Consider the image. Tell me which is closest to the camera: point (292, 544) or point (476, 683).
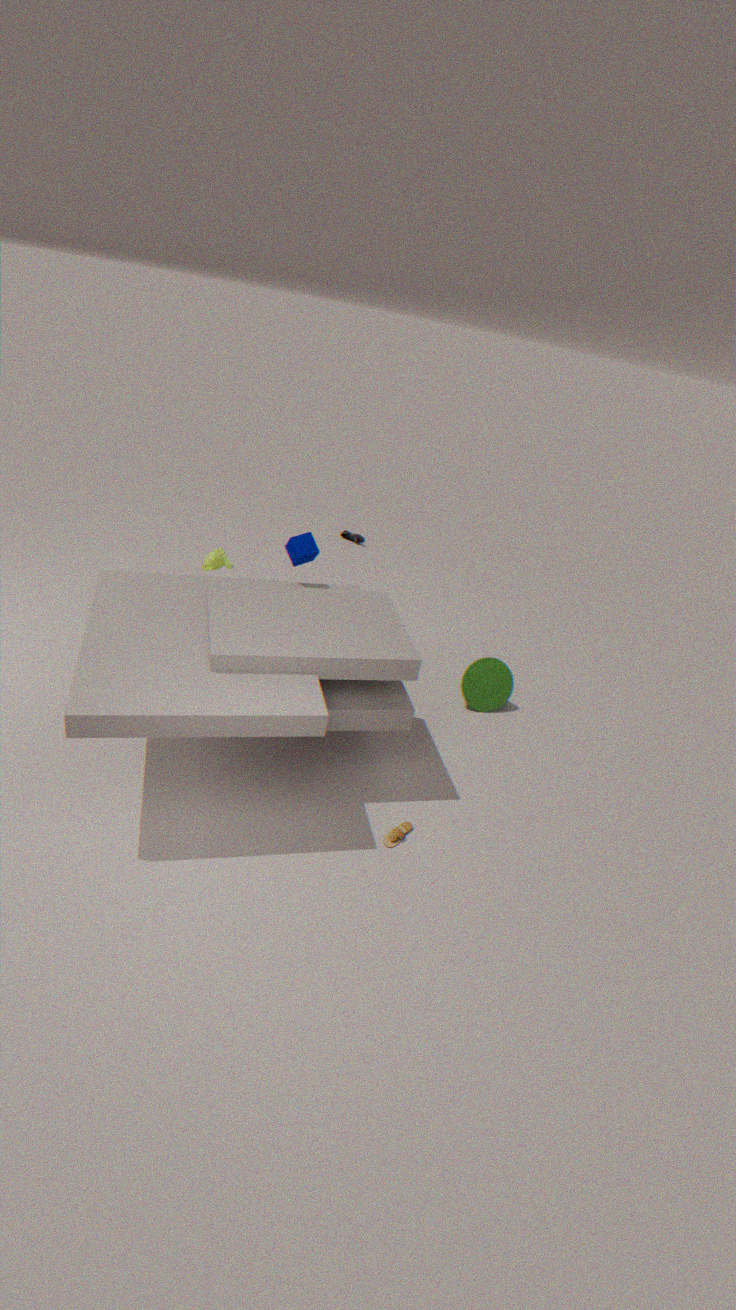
point (292, 544)
